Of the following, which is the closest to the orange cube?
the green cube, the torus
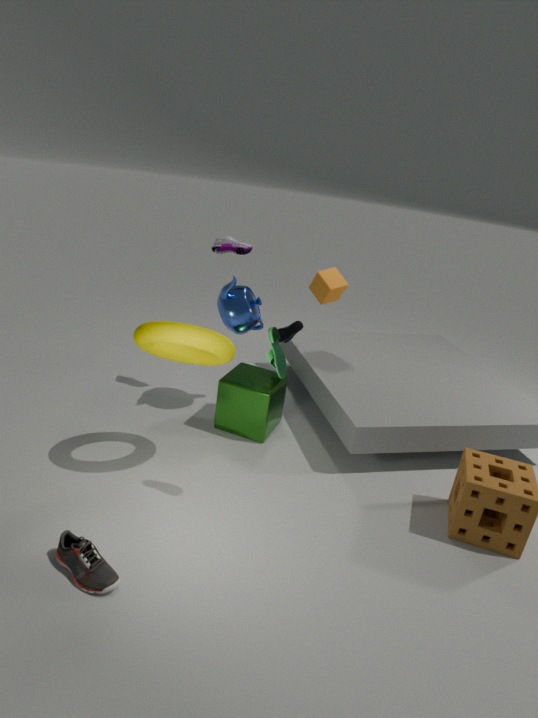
the green cube
